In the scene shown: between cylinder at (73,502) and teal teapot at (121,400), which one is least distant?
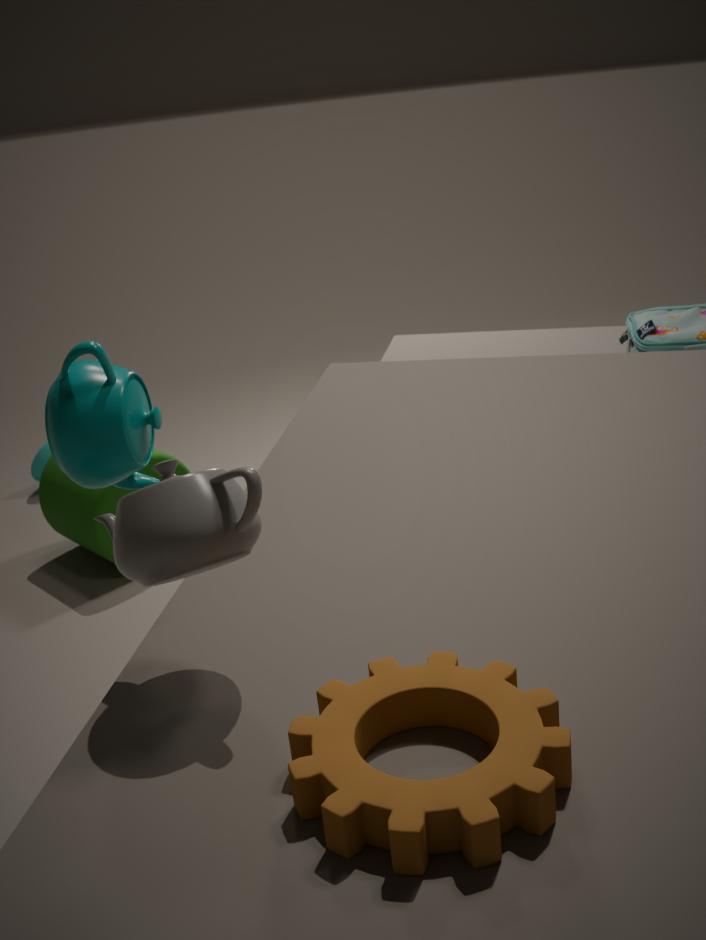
teal teapot at (121,400)
